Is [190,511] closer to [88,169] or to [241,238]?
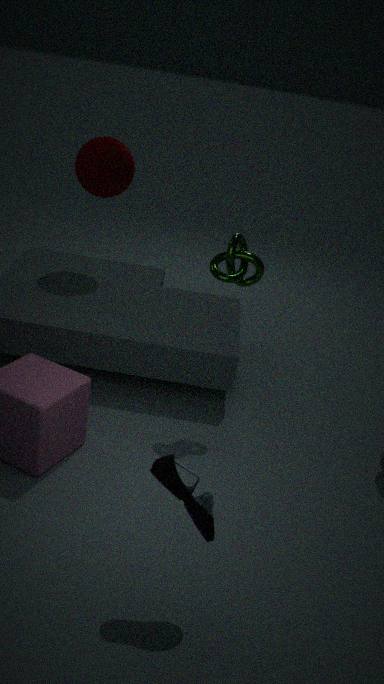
[241,238]
